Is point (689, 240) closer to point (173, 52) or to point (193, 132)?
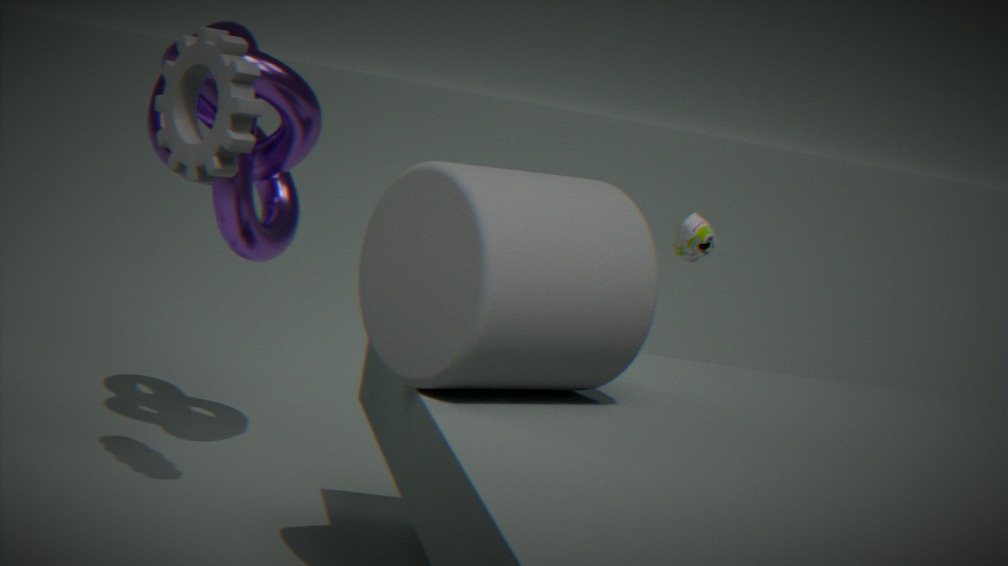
point (173, 52)
